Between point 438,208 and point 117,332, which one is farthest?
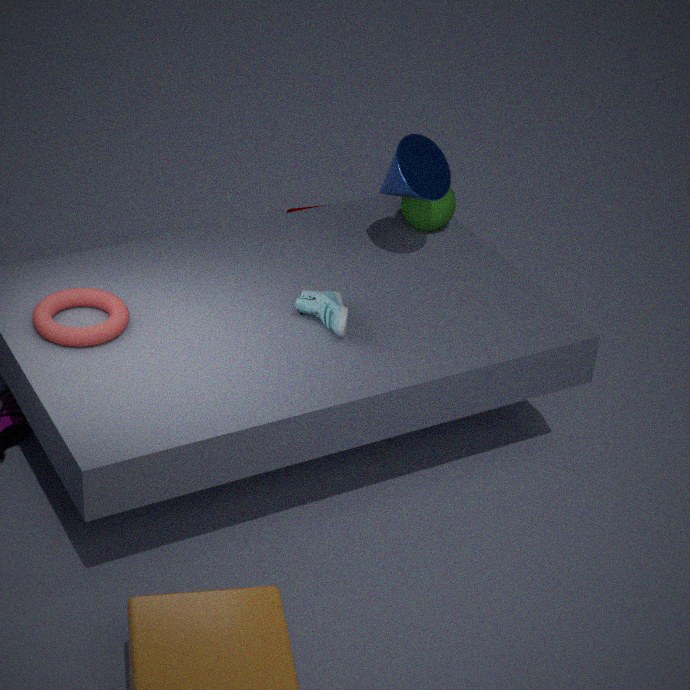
point 438,208
